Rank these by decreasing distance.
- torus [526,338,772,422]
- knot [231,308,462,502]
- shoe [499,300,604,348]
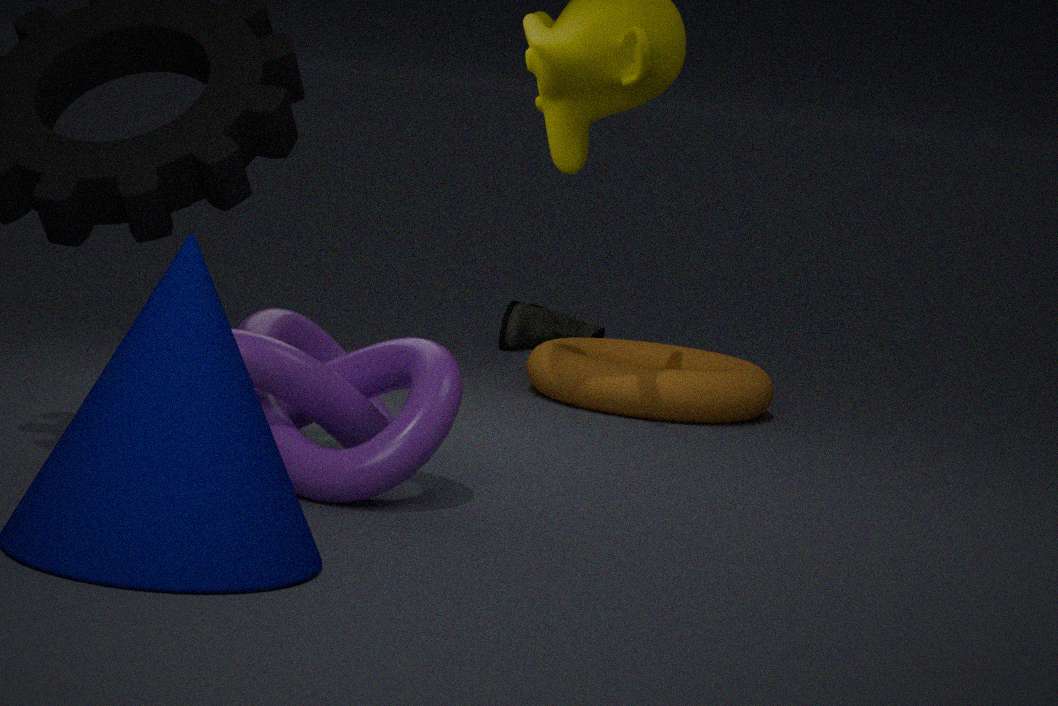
shoe [499,300,604,348], torus [526,338,772,422], knot [231,308,462,502]
